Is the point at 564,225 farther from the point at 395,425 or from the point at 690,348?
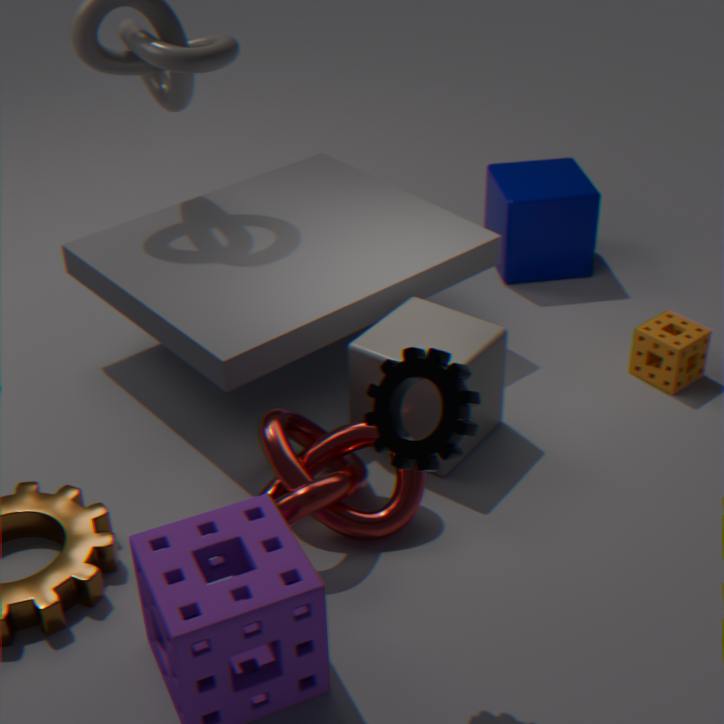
the point at 395,425
